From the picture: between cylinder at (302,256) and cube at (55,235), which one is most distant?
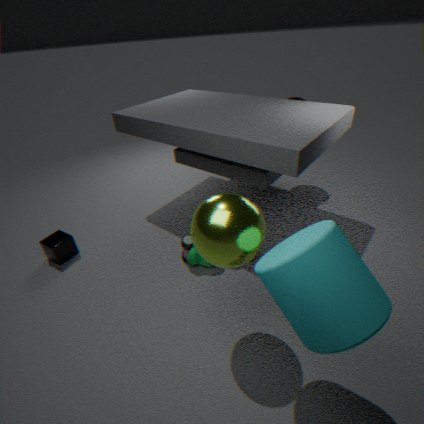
cube at (55,235)
